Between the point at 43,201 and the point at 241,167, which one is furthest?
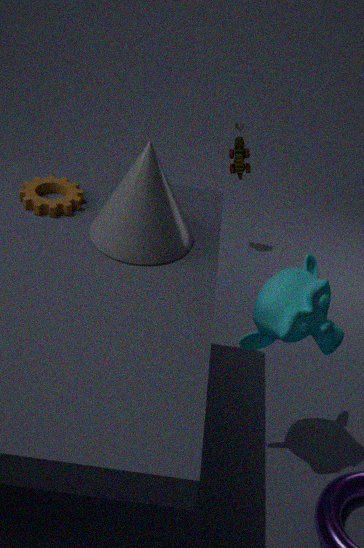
the point at 241,167
